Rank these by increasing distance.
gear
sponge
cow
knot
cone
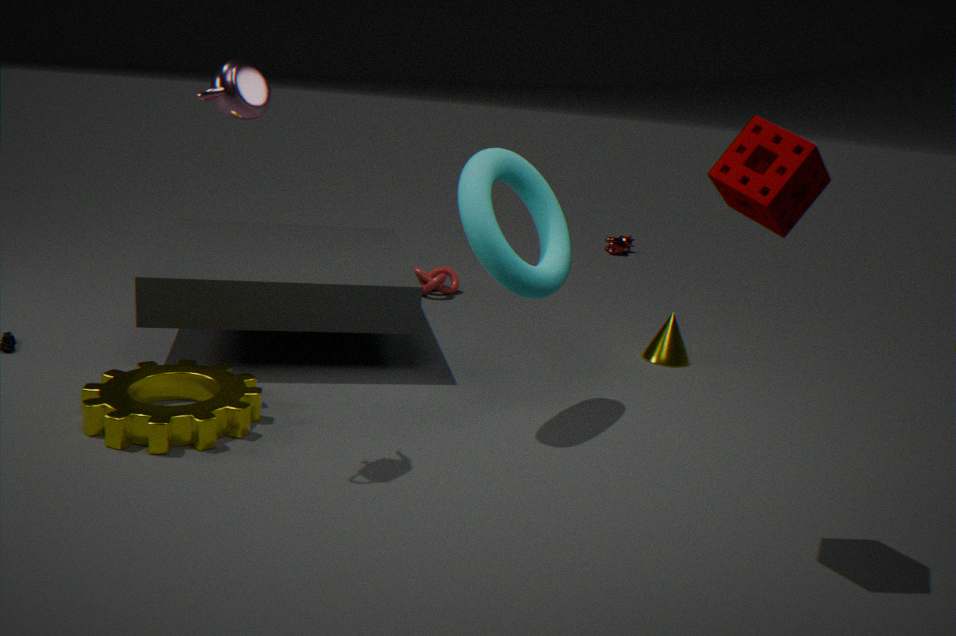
sponge
gear
cone
knot
cow
